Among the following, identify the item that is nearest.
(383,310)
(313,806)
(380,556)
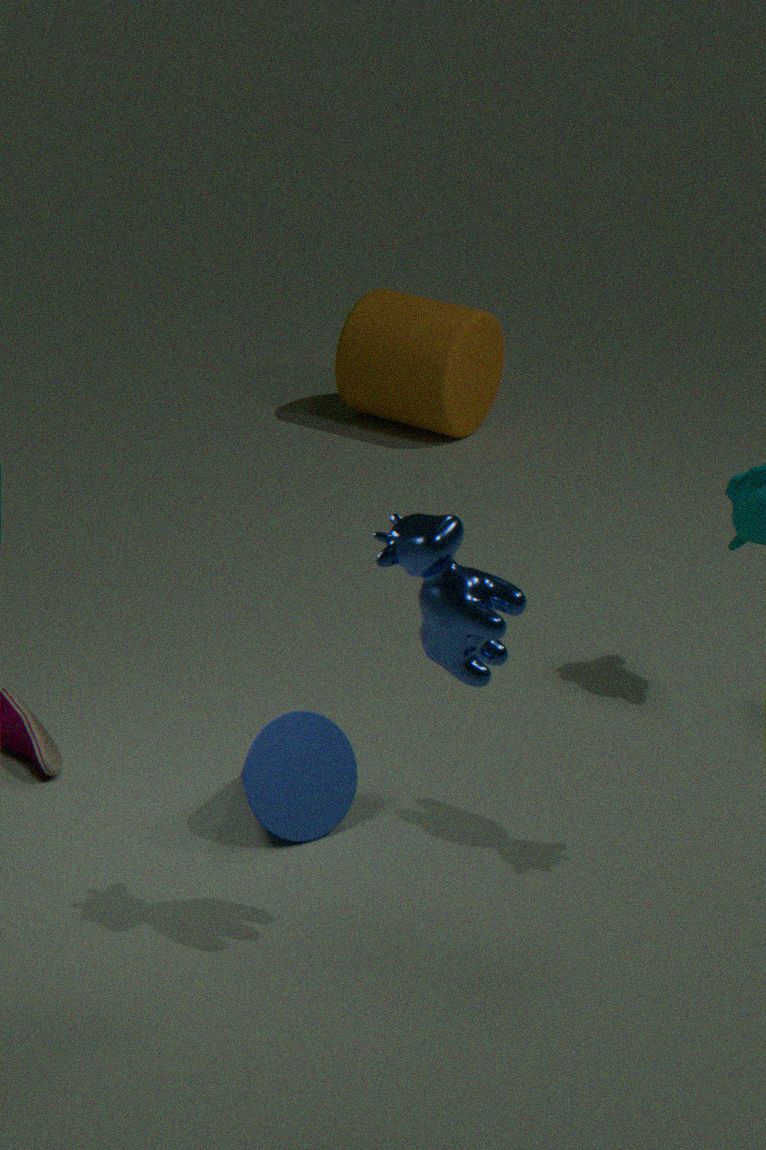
(380,556)
